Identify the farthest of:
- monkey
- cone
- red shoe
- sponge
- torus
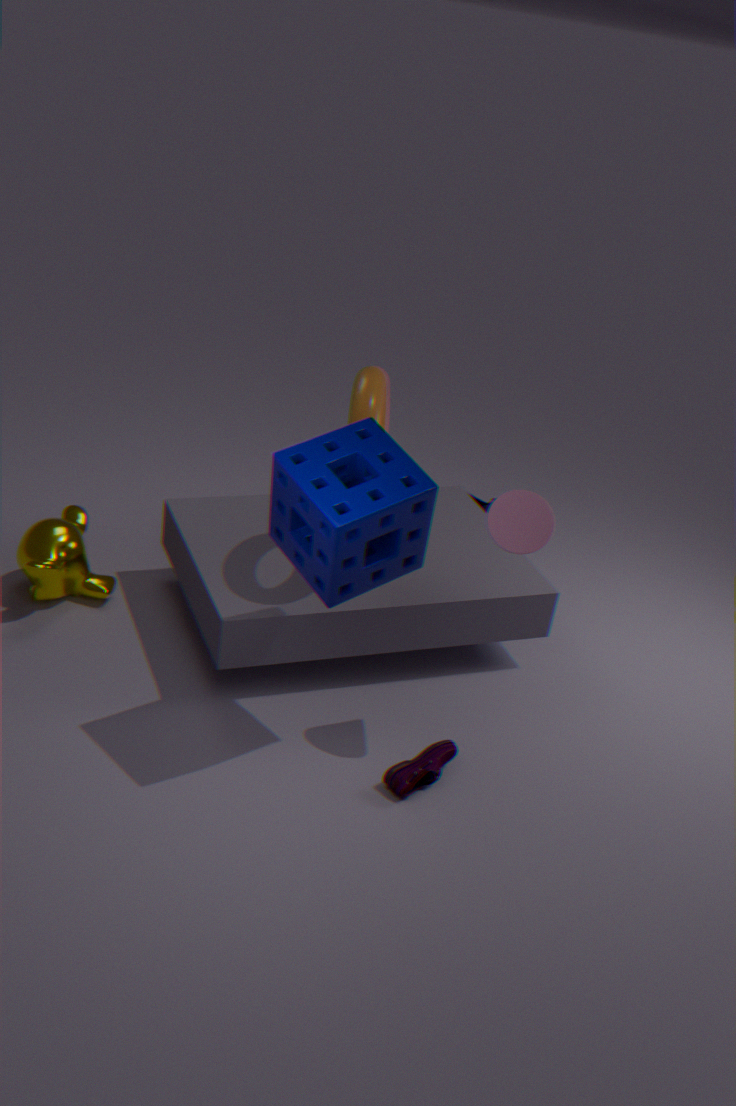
monkey
